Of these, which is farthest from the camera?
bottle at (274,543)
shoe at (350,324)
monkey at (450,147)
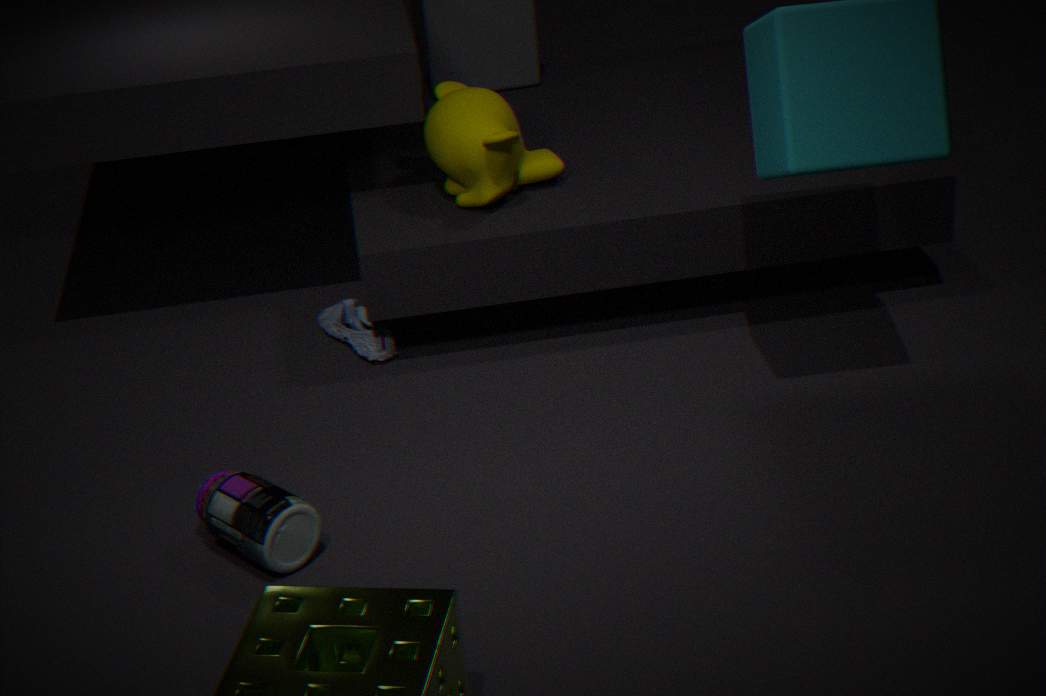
shoe at (350,324)
